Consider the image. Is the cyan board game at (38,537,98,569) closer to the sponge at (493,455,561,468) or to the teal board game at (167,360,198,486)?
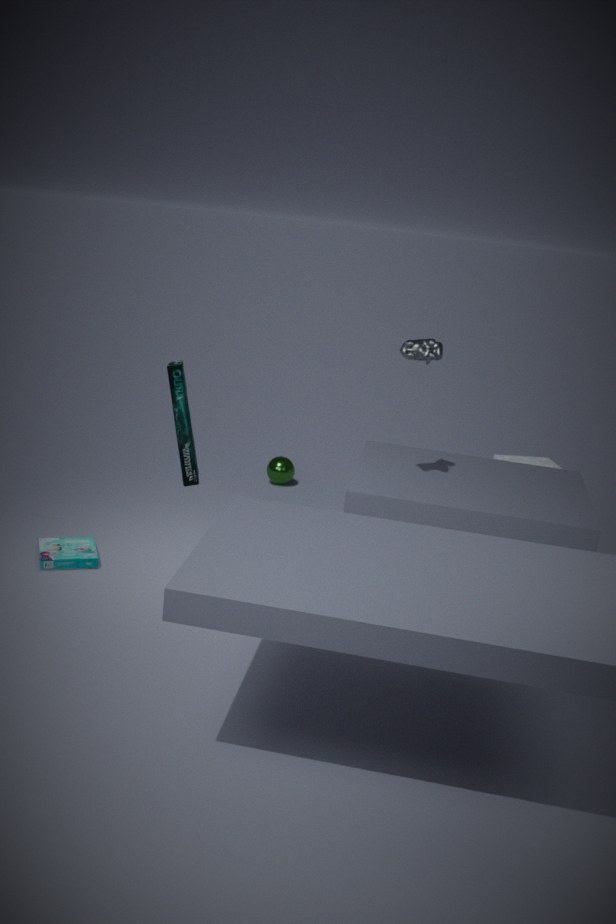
the teal board game at (167,360,198,486)
